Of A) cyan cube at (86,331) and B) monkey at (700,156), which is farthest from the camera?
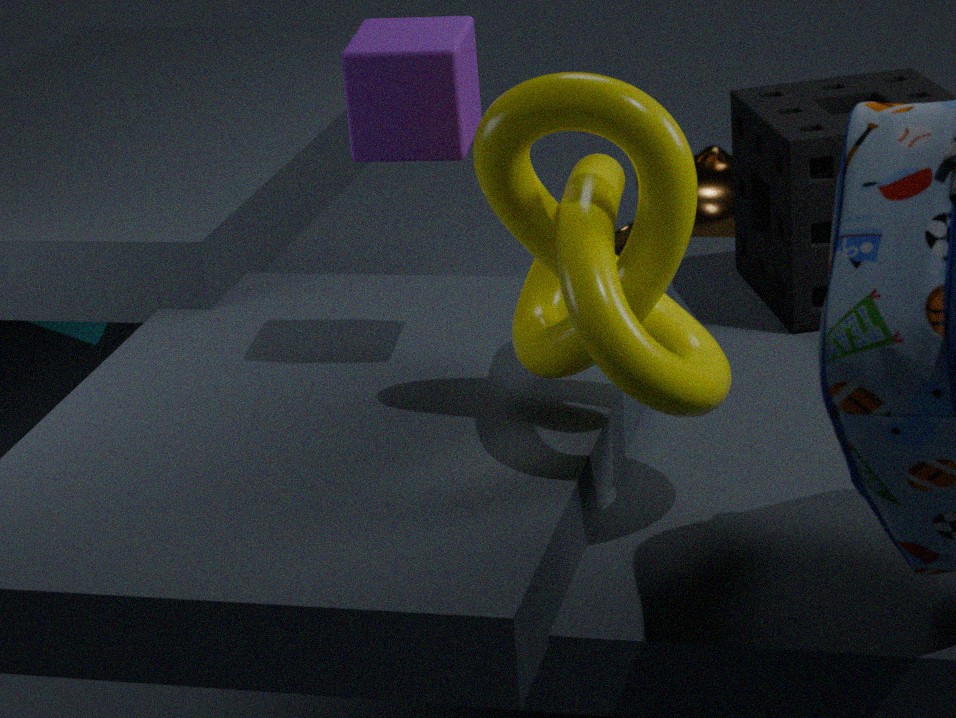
B. monkey at (700,156)
